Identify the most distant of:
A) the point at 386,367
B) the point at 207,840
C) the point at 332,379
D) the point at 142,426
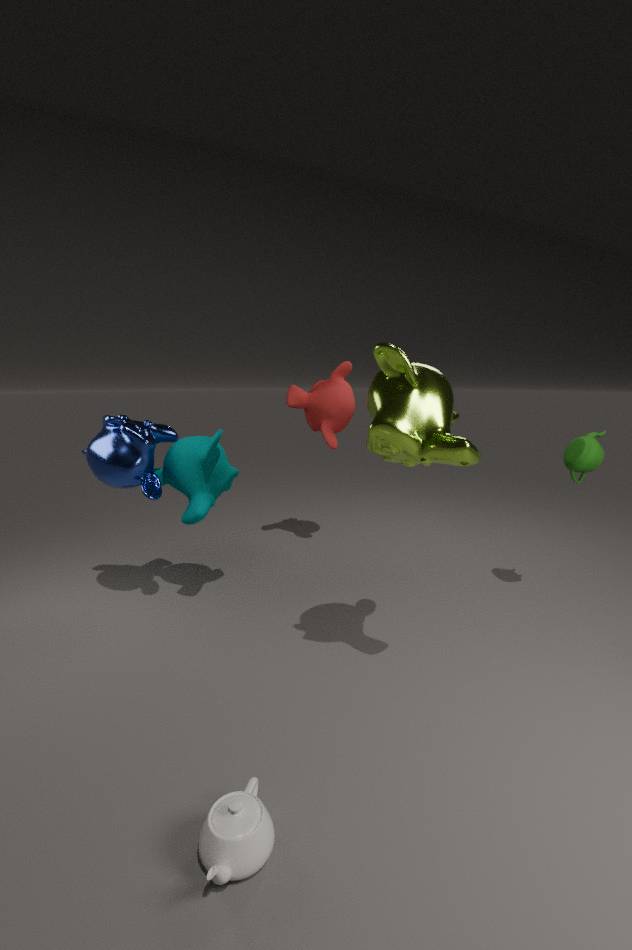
the point at 332,379
